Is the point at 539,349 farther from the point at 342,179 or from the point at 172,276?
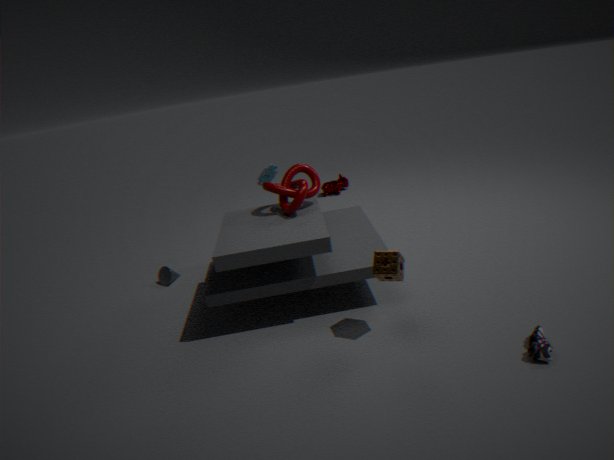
the point at 342,179
